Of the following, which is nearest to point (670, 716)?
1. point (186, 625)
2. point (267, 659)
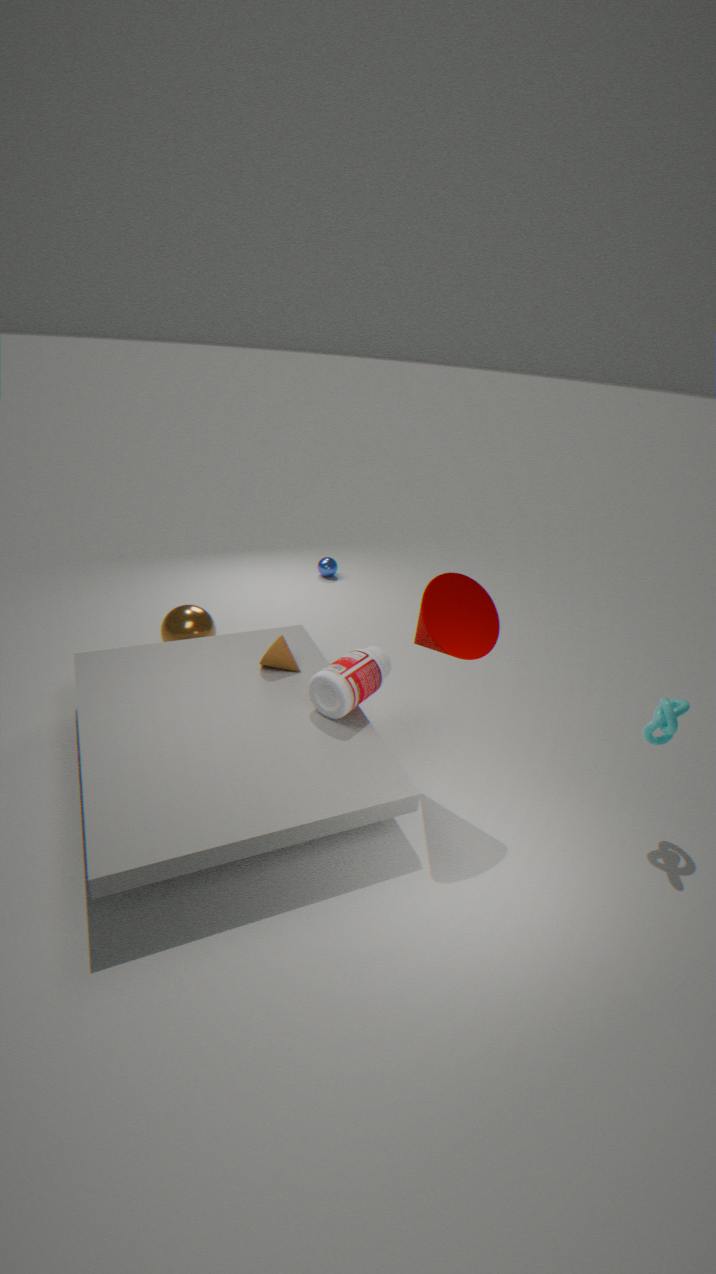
point (267, 659)
